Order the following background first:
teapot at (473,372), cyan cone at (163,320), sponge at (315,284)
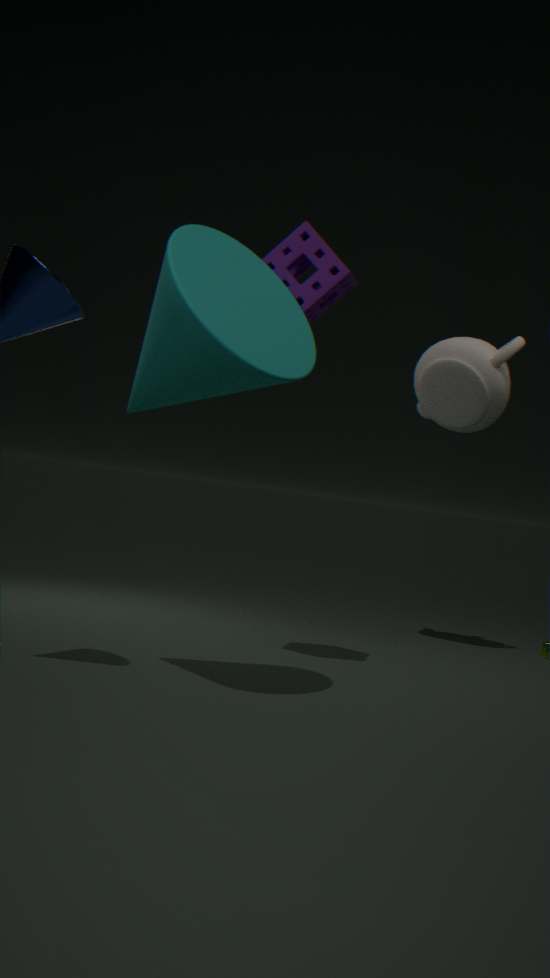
teapot at (473,372) < sponge at (315,284) < cyan cone at (163,320)
